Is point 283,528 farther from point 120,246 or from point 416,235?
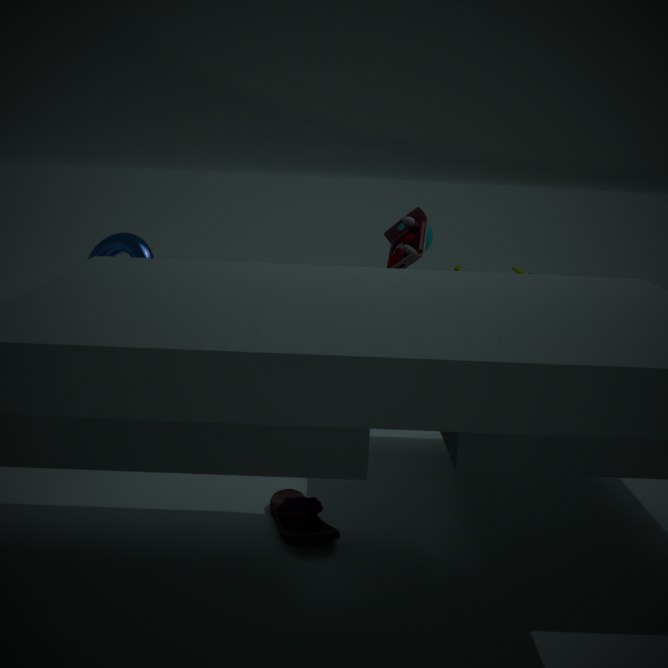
point 120,246
